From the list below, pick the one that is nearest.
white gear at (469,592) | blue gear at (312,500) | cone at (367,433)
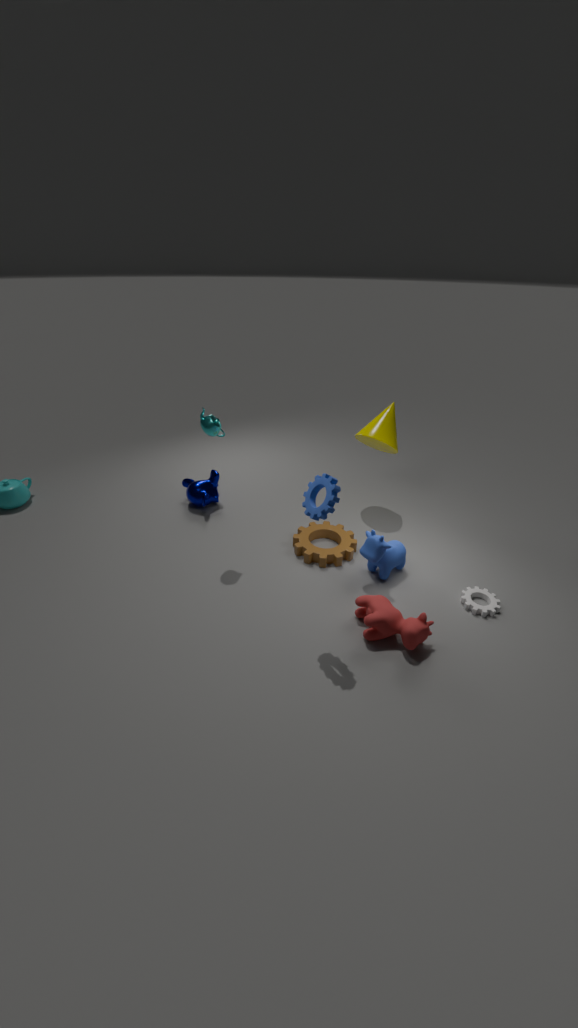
blue gear at (312,500)
